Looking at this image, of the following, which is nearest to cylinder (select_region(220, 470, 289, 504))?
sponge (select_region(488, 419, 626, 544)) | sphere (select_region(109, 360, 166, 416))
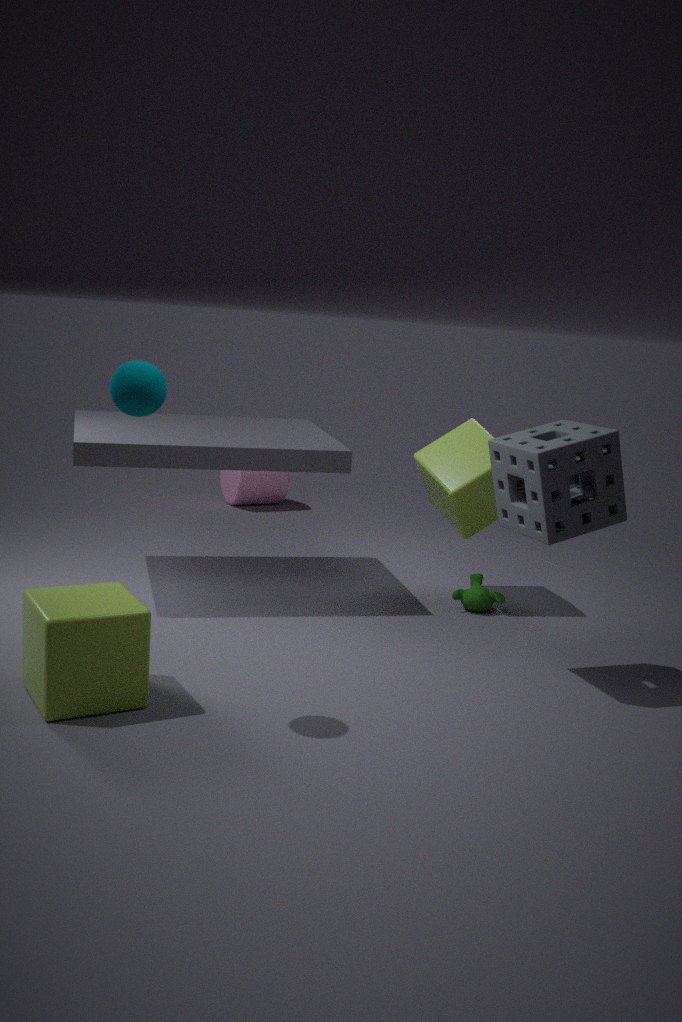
sponge (select_region(488, 419, 626, 544))
